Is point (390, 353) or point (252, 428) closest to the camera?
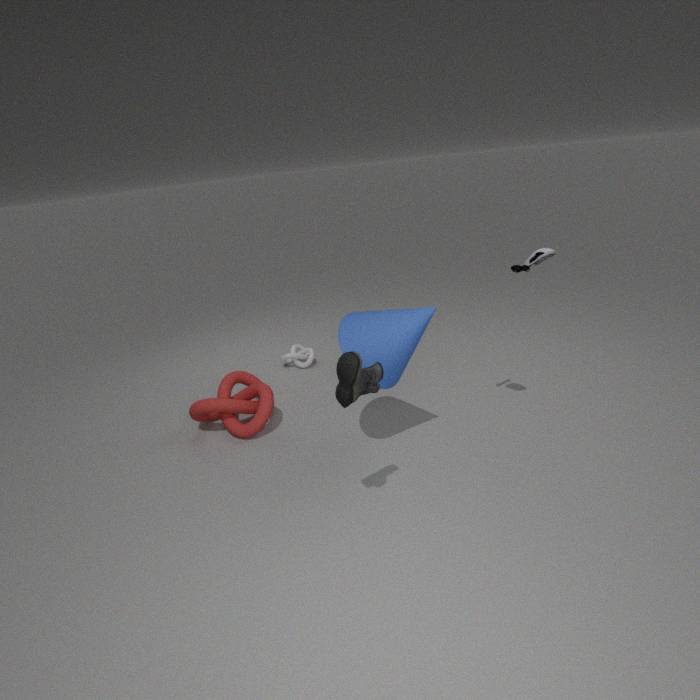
point (390, 353)
